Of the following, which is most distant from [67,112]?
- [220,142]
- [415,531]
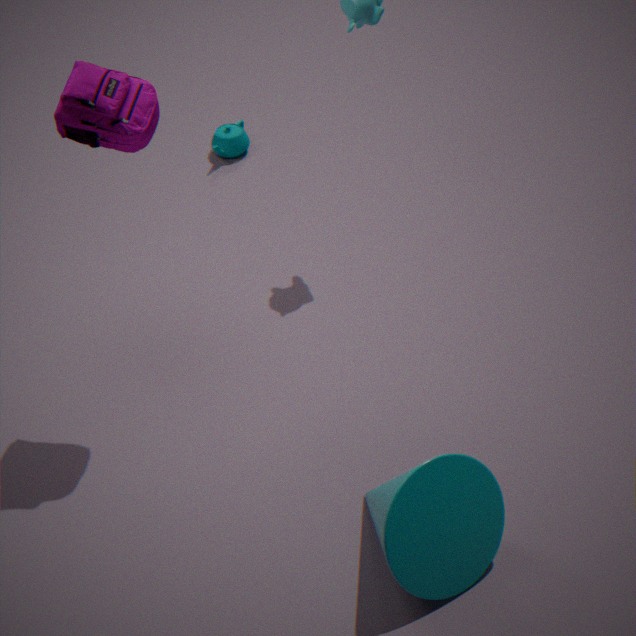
[220,142]
